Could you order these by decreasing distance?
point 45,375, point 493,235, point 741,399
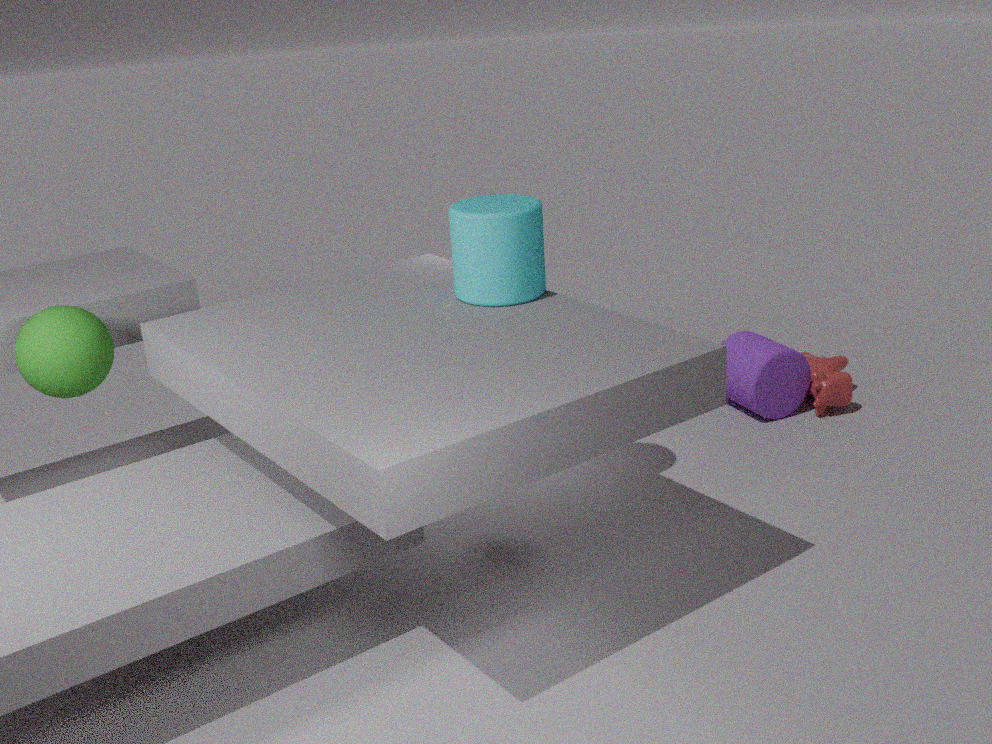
1. point 741,399
2. point 45,375
3. point 493,235
